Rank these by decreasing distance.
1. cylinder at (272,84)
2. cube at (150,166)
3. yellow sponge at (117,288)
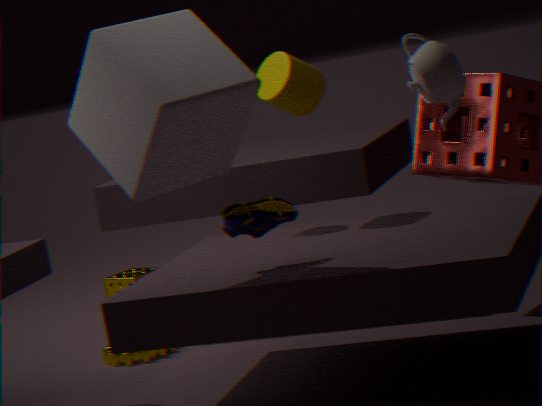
yellow sponge at (117,288) → cylinder at (272,84) → cube at (150,166)
